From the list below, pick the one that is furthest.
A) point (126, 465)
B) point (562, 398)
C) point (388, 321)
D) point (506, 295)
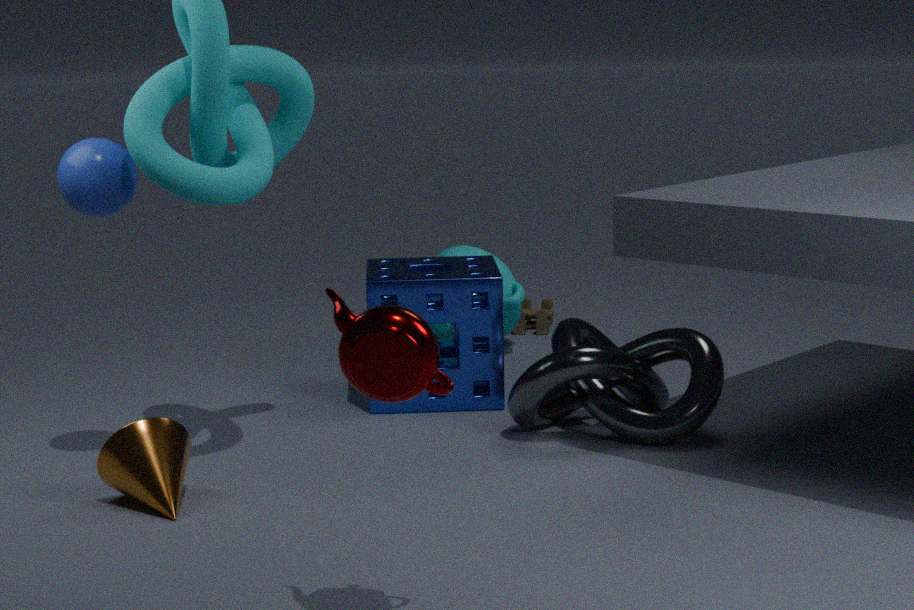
point (506, 295)
